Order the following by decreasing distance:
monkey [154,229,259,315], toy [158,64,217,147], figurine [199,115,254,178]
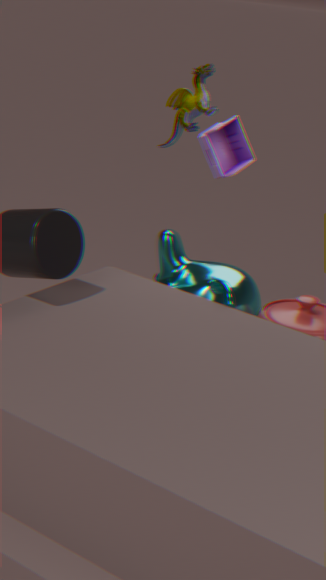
1. figurine [199,115,254,178]
2. toy [158,64,217,147]
3. monkey [154,229,259,315]
